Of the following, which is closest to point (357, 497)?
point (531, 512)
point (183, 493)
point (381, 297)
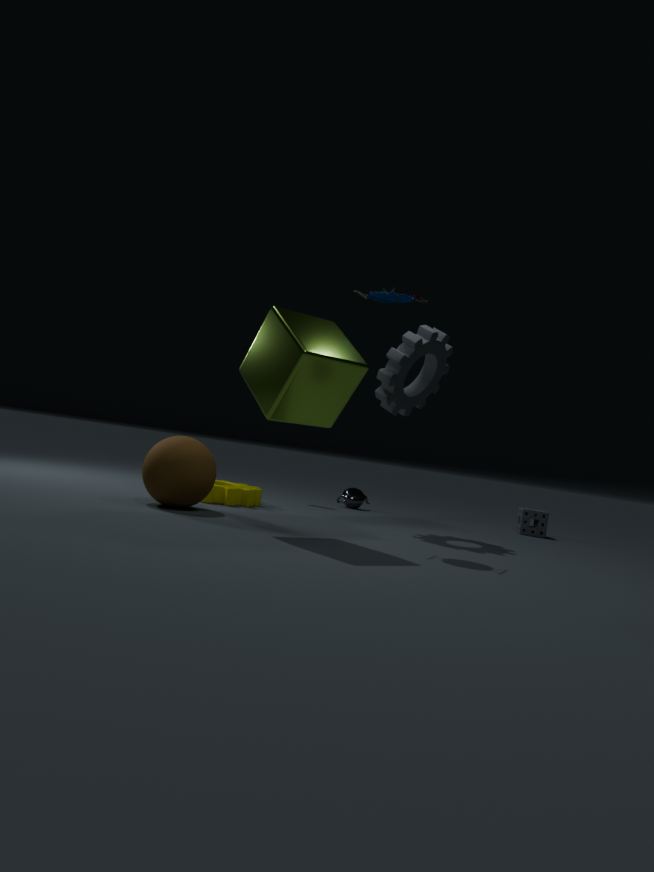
point (531, 512)
